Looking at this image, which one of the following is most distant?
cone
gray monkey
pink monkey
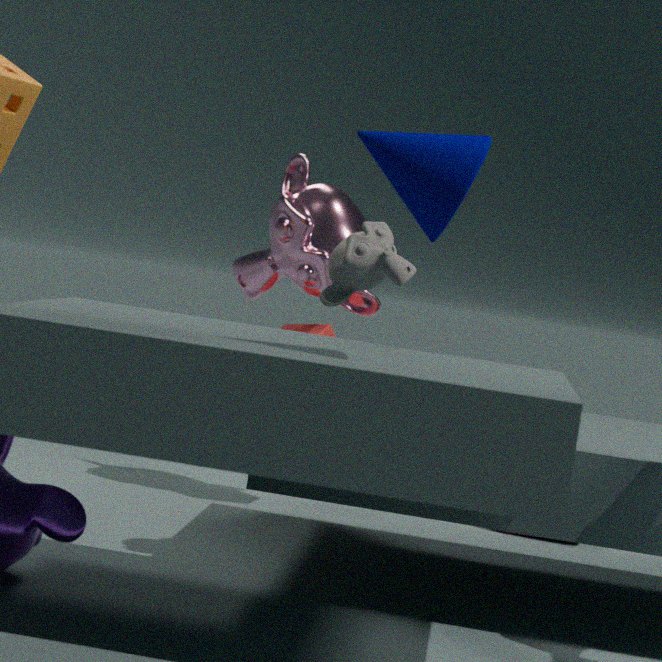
pink monkey
